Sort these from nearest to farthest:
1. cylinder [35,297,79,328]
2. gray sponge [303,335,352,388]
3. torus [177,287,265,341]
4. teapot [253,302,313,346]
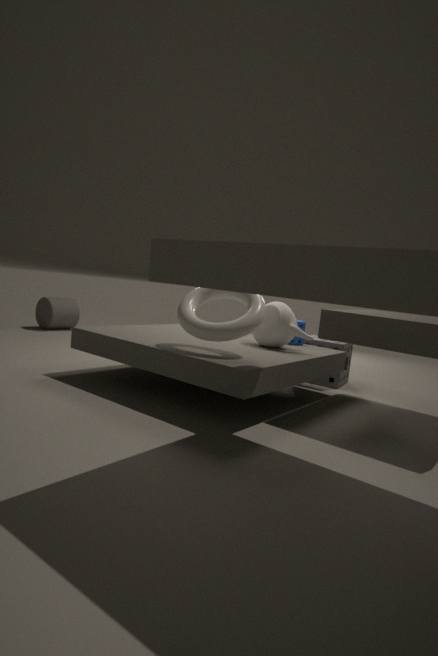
torus [177,287,265,341] < teapot [253,302,313,346] < gray sponge [303,335,352,388] < cylinder [35,297,79,328]
